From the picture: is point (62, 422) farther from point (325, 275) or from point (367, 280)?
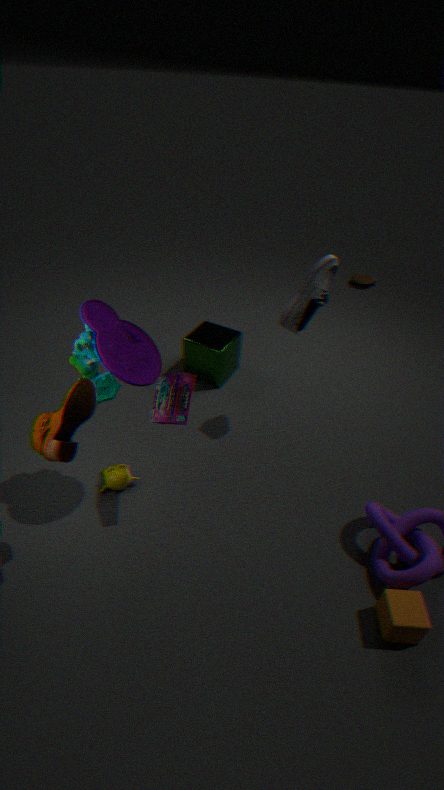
point (367, 280)
